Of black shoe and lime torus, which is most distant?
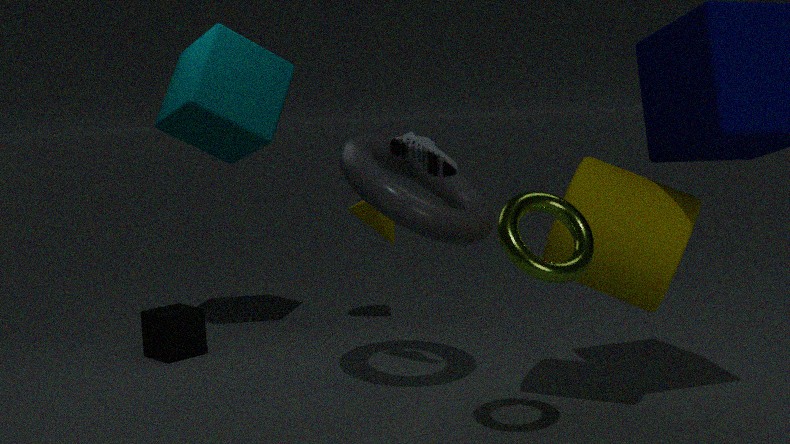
black shoe
